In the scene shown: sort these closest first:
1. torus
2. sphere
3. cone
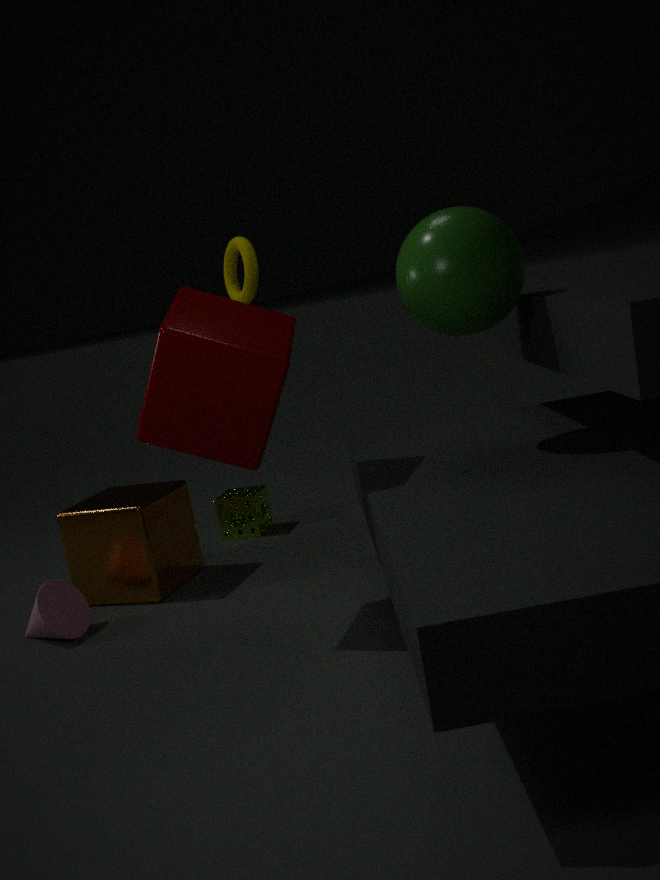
sphere → cone → torus
